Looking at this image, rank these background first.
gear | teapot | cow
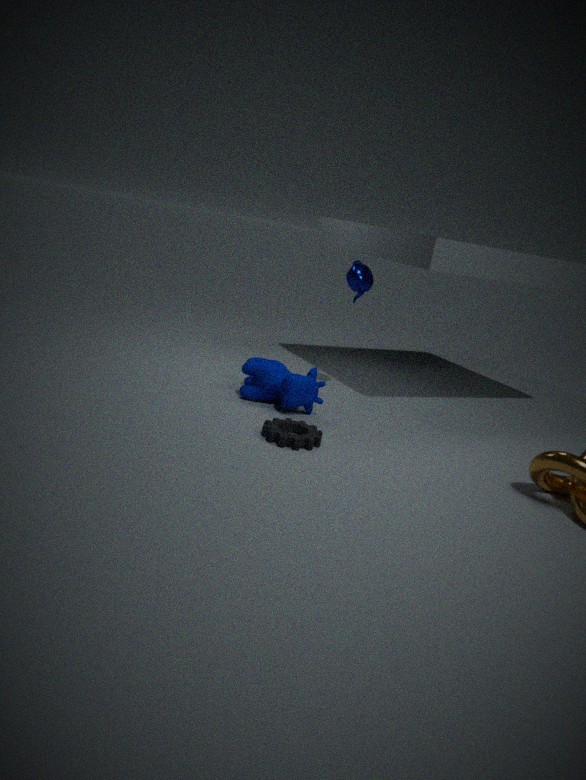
1. teapot
2. cow
3. gear
